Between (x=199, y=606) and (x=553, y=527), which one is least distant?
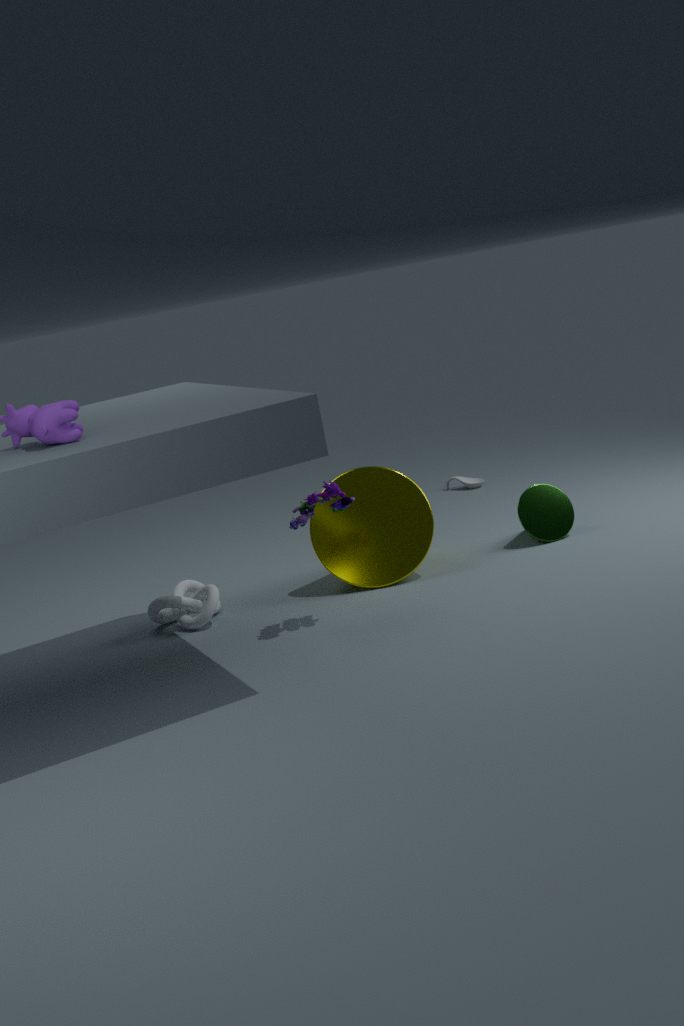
(x=199, y=606)
